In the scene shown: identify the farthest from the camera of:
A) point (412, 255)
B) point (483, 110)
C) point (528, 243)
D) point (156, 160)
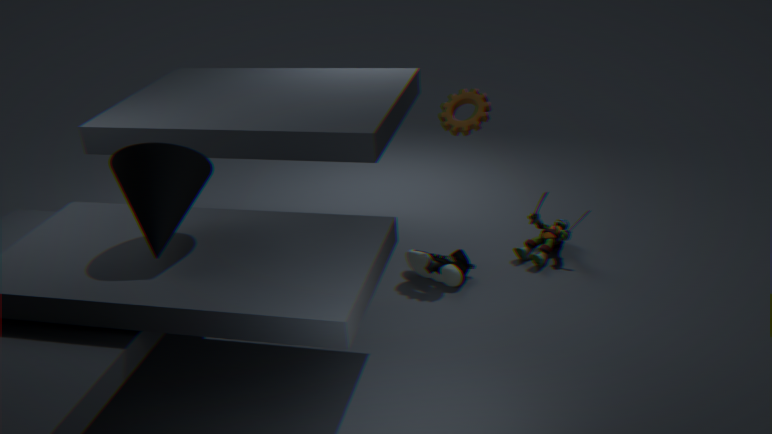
point (528, 243)
